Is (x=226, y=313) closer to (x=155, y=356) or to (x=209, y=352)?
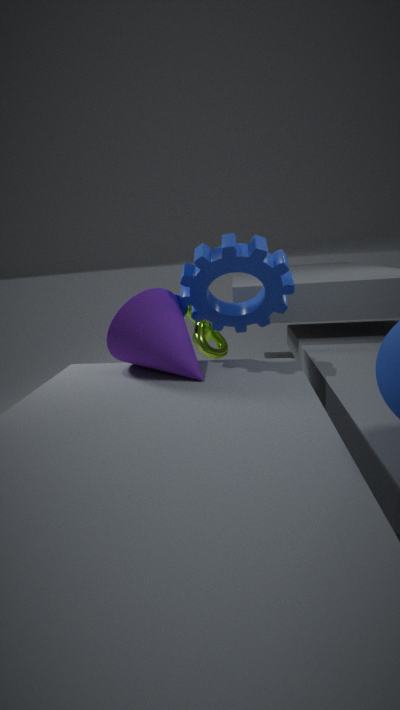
(x=155, y=356)
